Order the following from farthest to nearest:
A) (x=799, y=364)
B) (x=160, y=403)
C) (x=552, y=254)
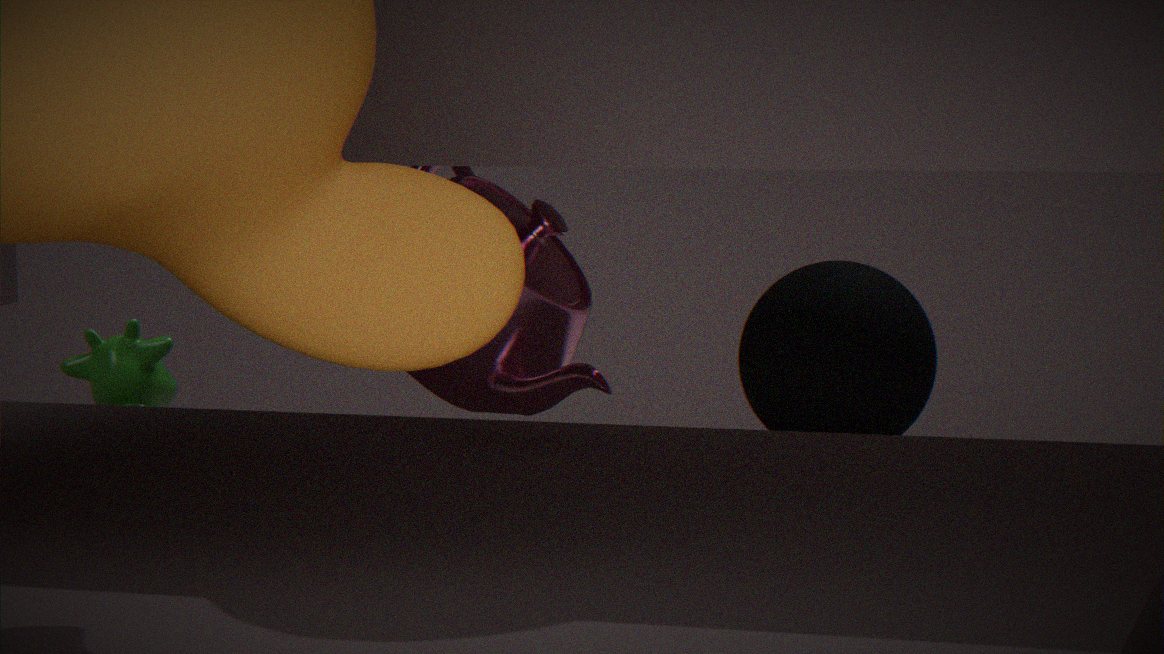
(x=799, y=364) → (x=160, y=403) → (x=552, y=254)
